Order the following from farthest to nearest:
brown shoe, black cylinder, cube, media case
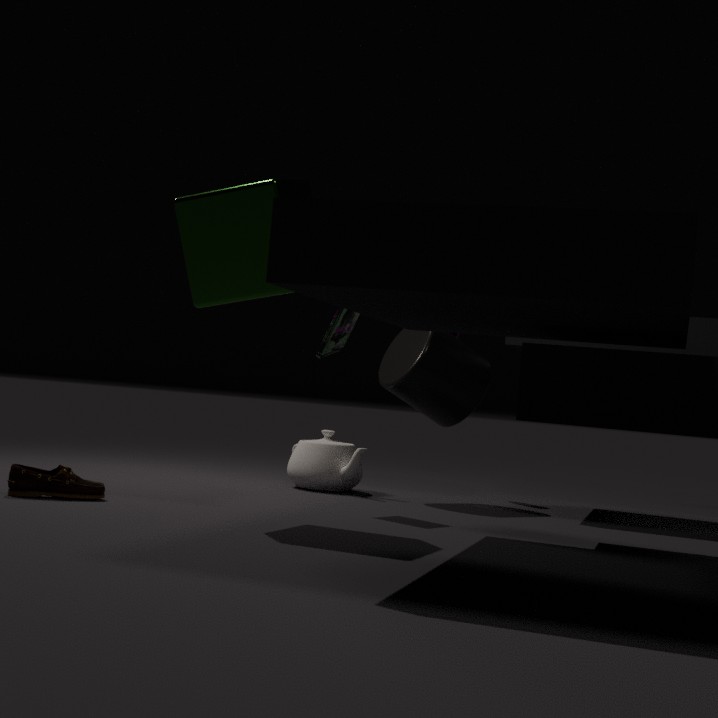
black cylinder, media case, brown shoe, cube
